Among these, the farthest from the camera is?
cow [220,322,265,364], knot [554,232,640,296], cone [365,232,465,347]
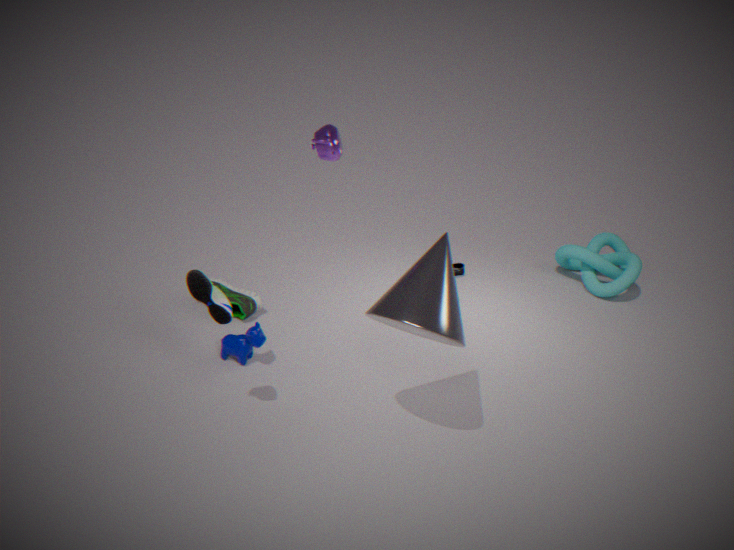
knot [554,232,640,296]
